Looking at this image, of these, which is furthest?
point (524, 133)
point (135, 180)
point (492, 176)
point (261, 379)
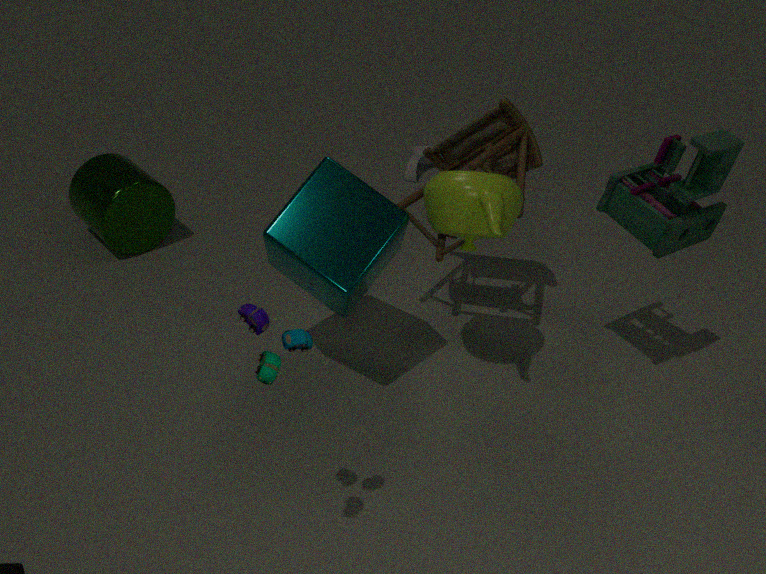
point (135, 180)
